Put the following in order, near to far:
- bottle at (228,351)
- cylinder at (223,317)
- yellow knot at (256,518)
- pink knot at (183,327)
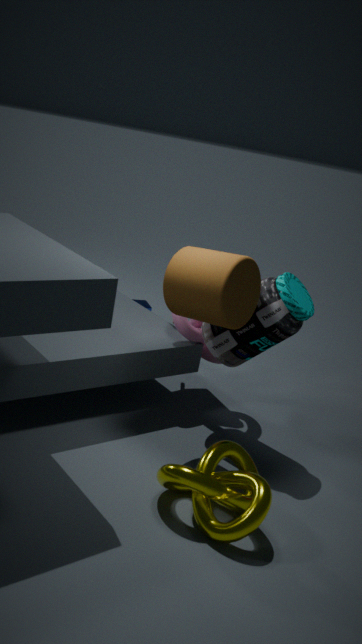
yellow knot at (256,518)
cylinder at (223,317)
bottle at (228,351)
pink knot at (183,327)
